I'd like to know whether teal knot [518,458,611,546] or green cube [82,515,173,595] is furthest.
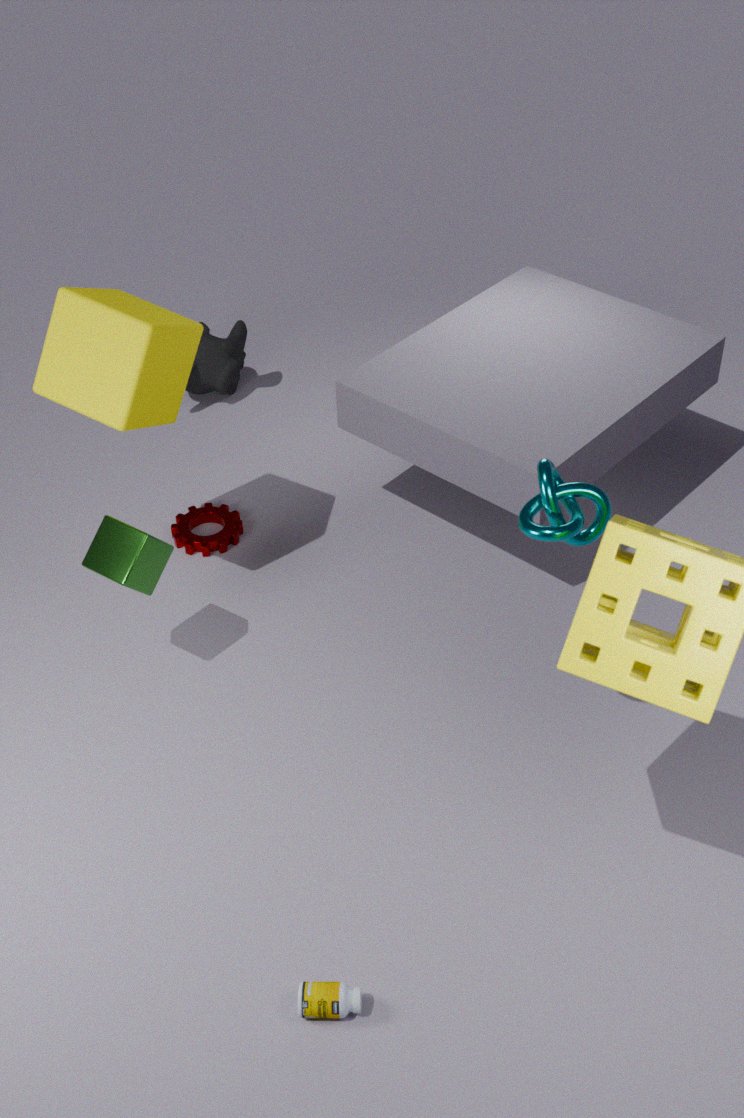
green cube [82,515,173,595]
